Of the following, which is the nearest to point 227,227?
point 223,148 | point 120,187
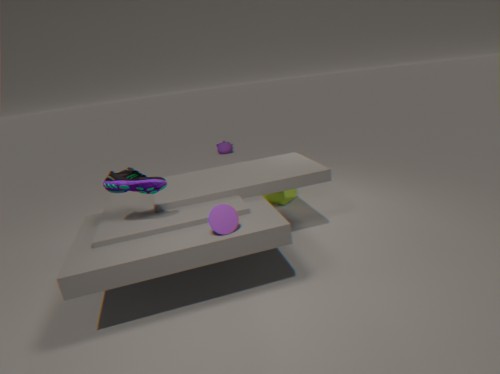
point 120,187
